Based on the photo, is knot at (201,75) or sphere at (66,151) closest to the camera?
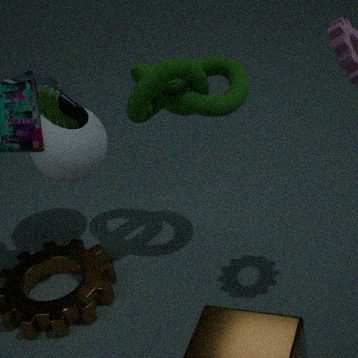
knot at (201,75)
